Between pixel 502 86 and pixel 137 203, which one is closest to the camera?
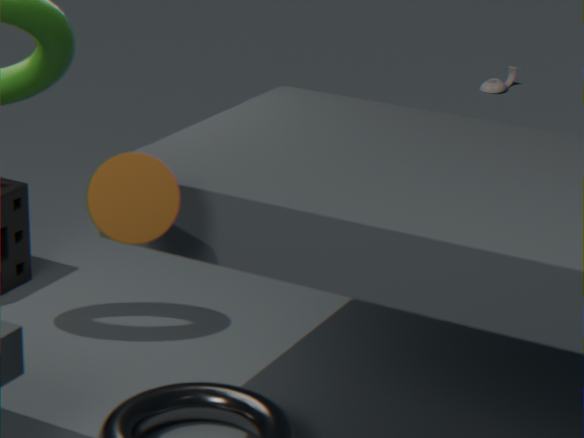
pixel 137 203
